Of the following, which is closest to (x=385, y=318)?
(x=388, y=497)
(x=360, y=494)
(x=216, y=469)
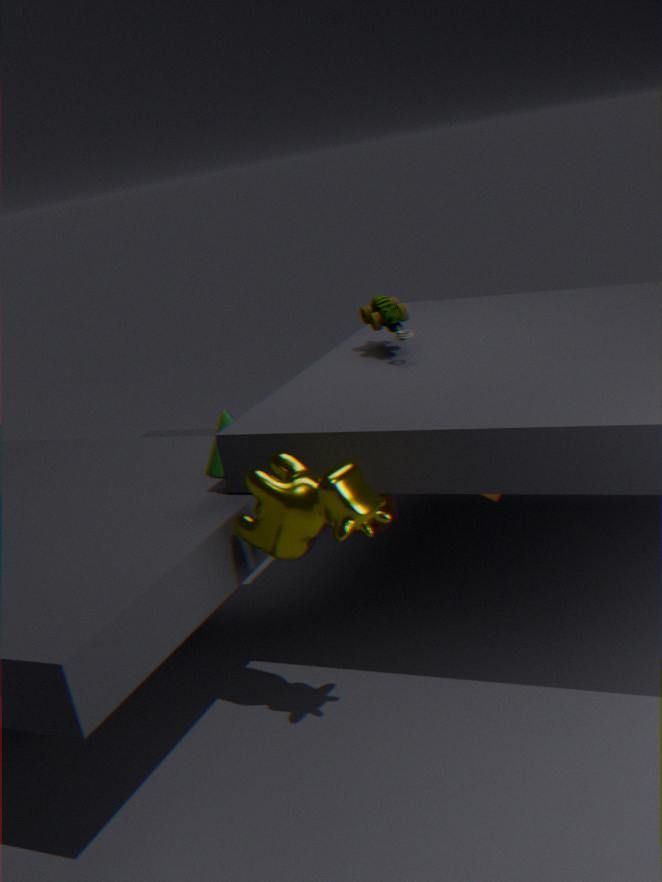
(x=216, y=469)
